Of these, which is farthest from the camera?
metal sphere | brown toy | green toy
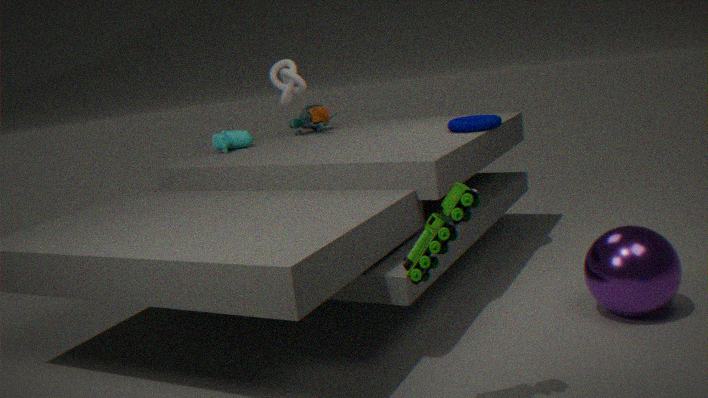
brown toy
